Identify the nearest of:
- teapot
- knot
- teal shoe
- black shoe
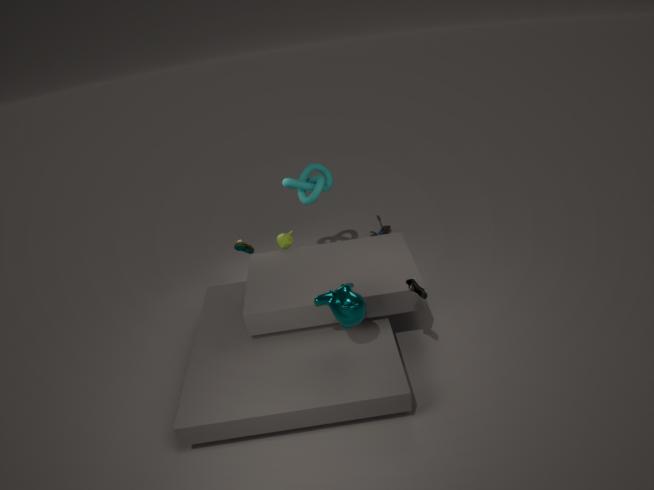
black shoe
